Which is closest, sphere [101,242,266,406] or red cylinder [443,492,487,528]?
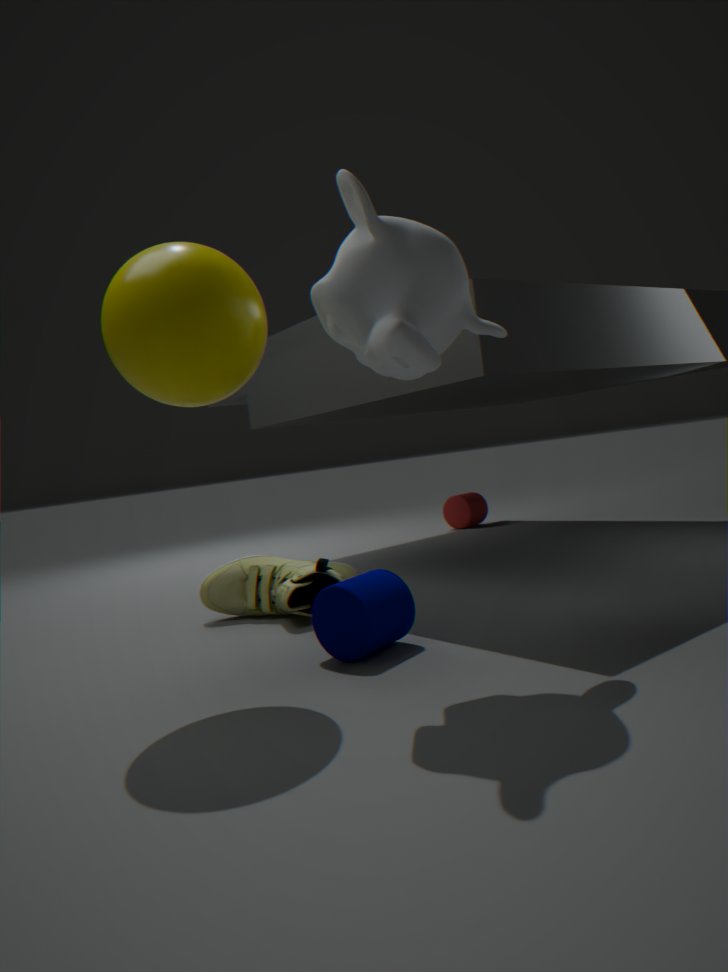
sphere [101,242,266,406]
